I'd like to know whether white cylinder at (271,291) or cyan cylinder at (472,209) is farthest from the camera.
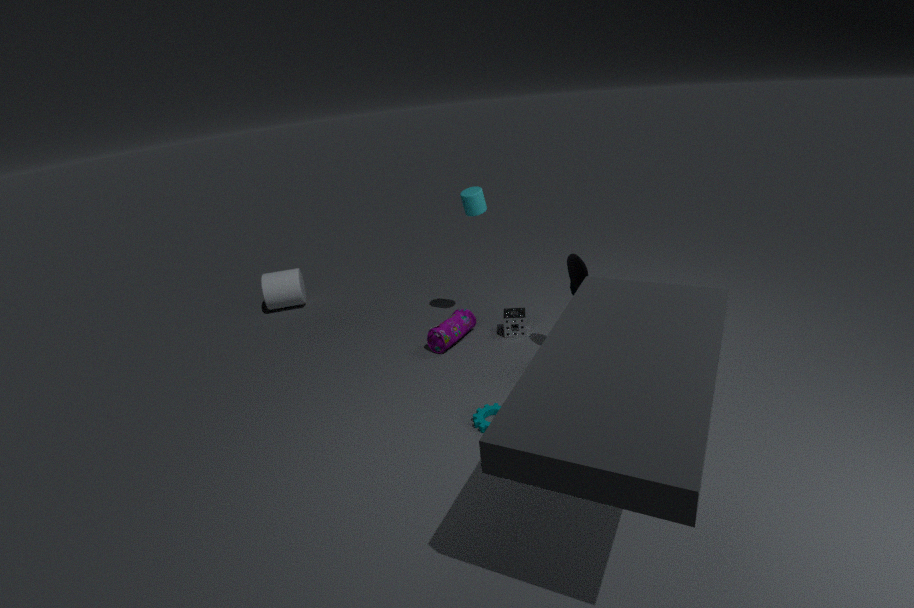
white cylinder at (271,291)
